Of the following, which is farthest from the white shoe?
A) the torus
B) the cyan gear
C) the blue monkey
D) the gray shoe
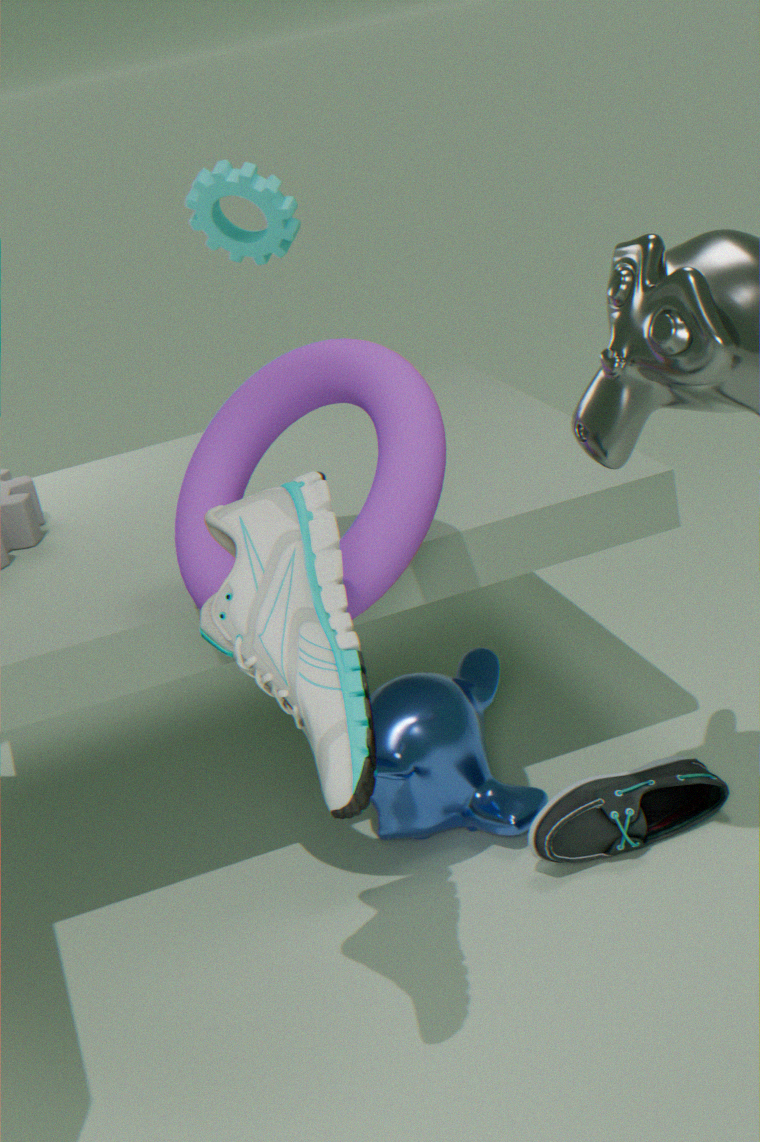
the cyan gear
